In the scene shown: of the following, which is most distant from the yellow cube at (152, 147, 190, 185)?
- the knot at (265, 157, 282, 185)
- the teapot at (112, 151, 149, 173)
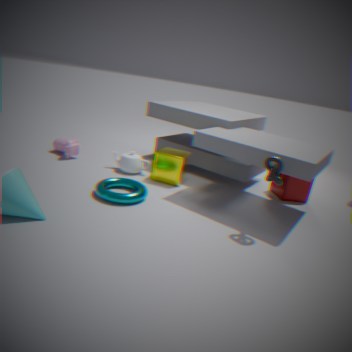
the knot at (265, 157, 282, 185)
